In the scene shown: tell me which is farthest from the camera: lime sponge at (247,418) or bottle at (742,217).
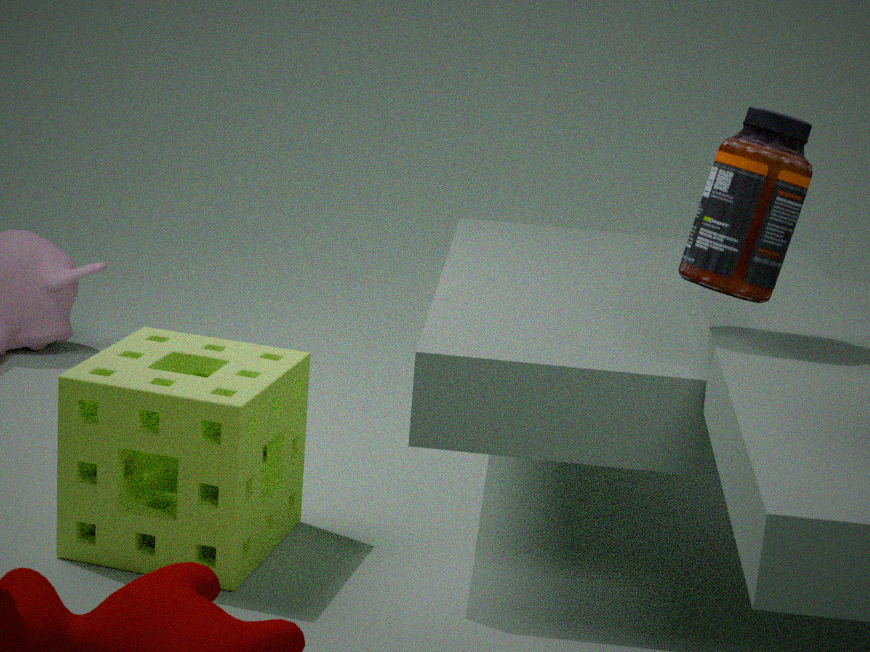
lime sponge at (247,418)
